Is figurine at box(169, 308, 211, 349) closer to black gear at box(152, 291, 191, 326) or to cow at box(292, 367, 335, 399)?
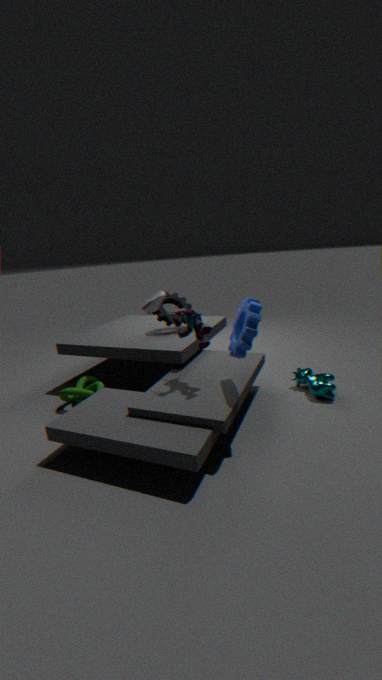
black gear at box(152, 291, 191, 326)
